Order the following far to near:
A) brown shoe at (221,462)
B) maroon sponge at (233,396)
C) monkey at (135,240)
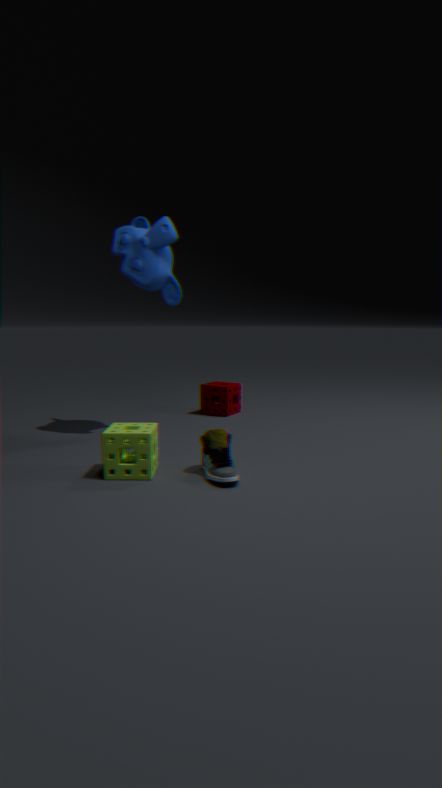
maroon sponge at (233,396) < monkey at (135,240) < brown shoe at (221,462)
